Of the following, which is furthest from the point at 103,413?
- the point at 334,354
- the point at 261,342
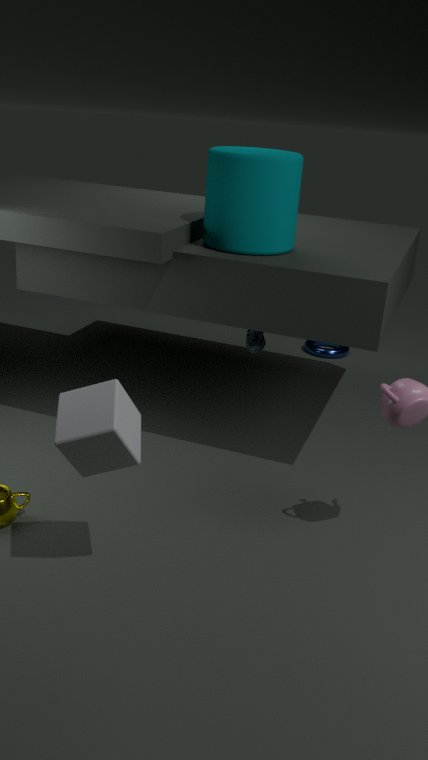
the point at 334,354
